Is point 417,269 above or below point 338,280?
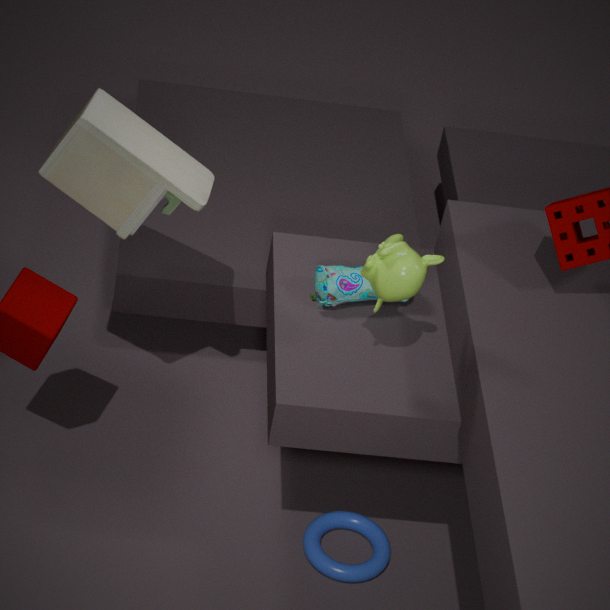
above
